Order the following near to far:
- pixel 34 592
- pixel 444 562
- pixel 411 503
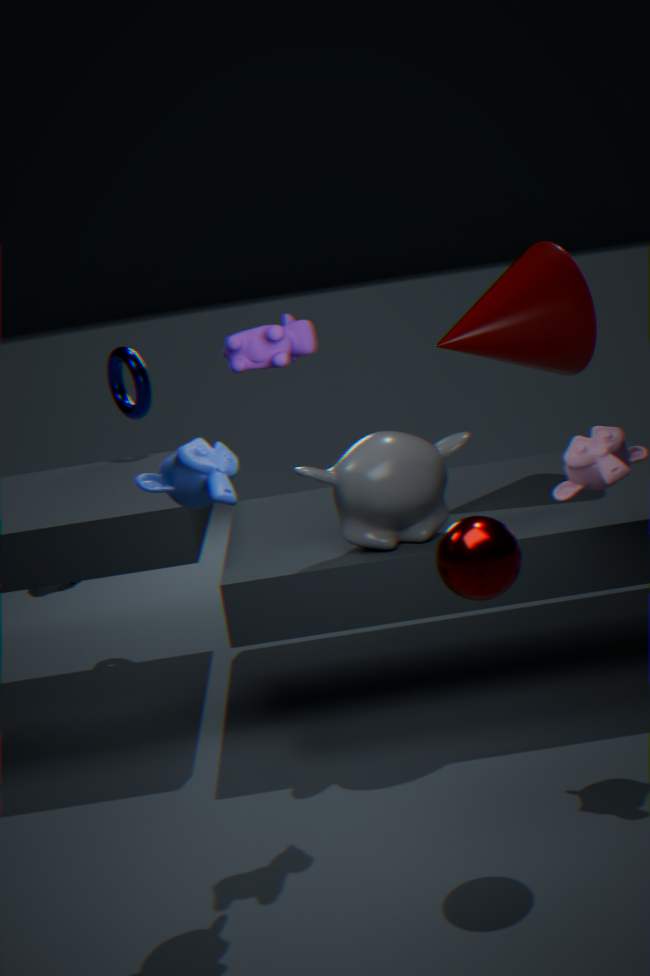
pixel 444 562
pixel 411 503
pixel 34 592
